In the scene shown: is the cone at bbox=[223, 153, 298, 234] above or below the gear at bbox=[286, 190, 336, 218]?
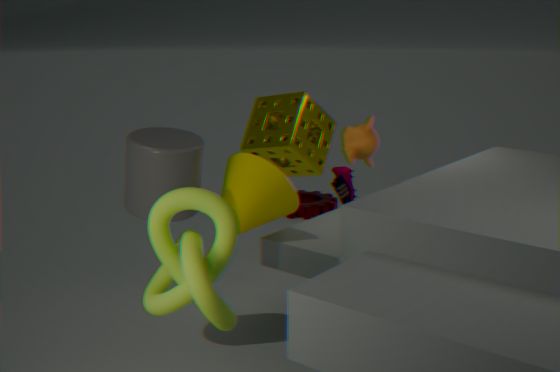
above
